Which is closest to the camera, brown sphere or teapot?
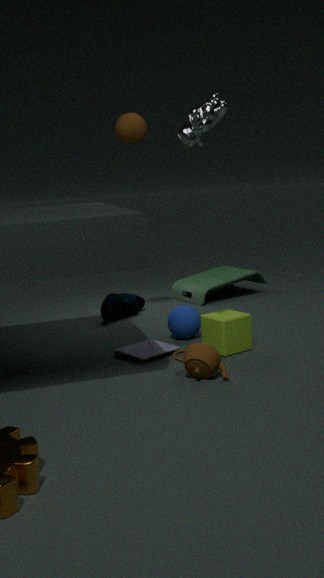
teapot
